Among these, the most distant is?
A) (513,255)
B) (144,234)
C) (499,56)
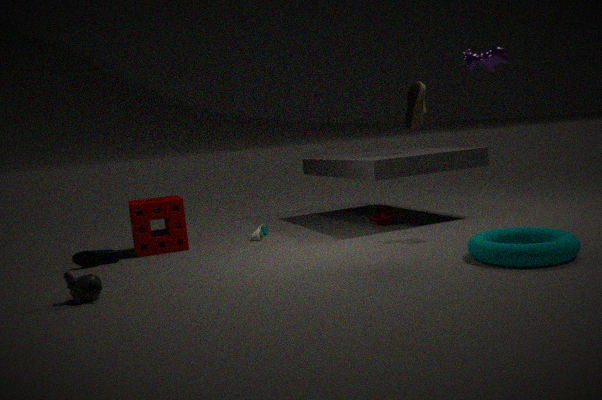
(144,234)
